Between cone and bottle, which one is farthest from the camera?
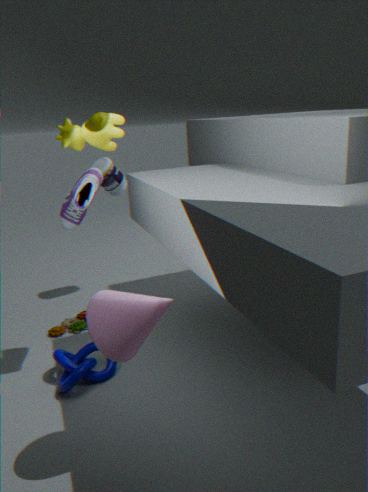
bottle
